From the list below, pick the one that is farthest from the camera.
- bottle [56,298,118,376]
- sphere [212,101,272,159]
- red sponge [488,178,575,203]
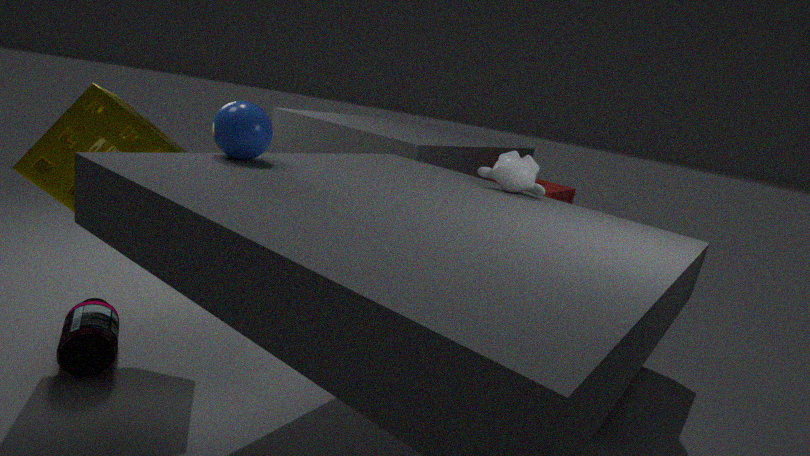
red sponge [488,178,575,203]
